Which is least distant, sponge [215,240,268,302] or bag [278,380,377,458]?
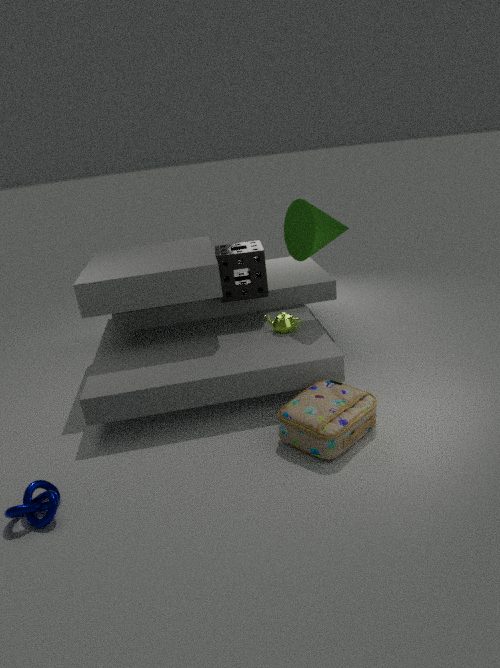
bag [278,380,377,458]
